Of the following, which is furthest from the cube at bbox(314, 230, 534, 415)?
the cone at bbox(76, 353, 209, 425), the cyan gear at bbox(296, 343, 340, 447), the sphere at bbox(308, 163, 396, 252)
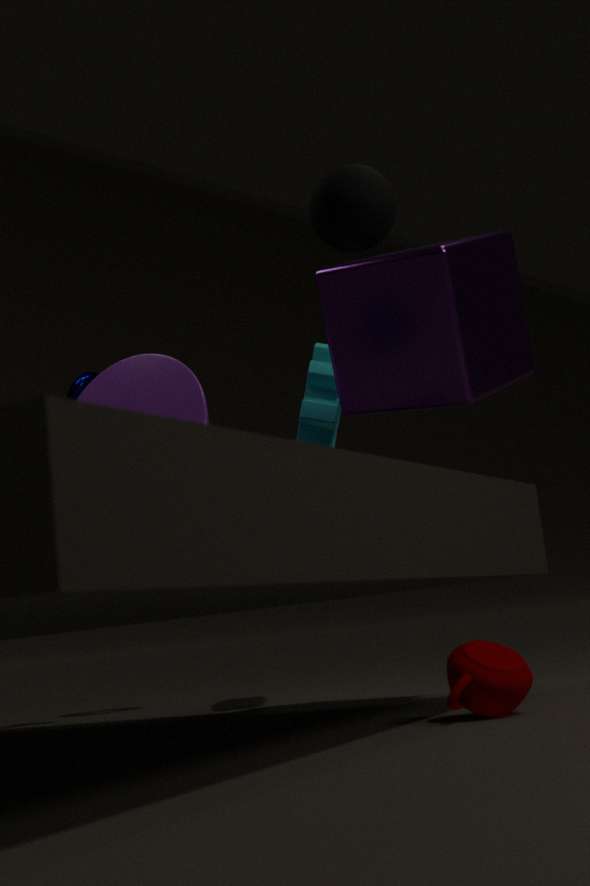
the cone at bbox(76, 353, 209, 425)
